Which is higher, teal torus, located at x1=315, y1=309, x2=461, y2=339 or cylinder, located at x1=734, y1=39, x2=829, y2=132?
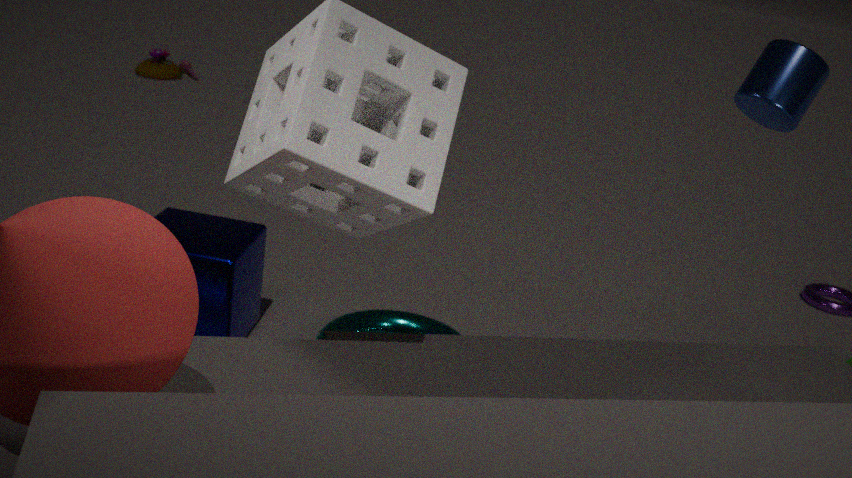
cylinder, located at x1=734, y1=39, x2=829, y2=132
